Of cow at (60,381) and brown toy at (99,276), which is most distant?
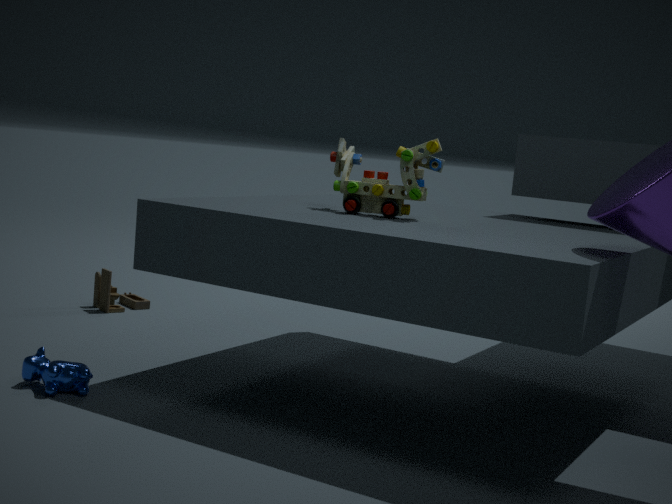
brown toy at (99,276)
